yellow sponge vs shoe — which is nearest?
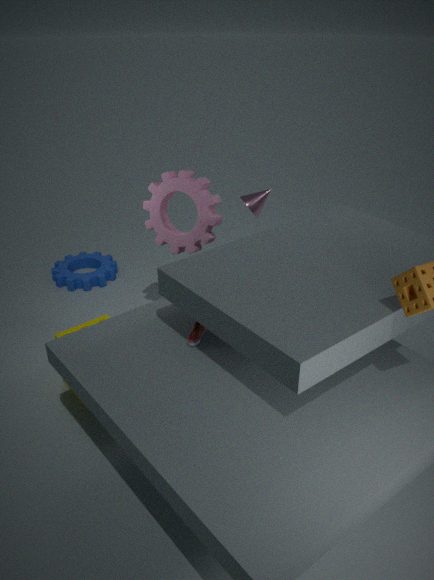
shoe
